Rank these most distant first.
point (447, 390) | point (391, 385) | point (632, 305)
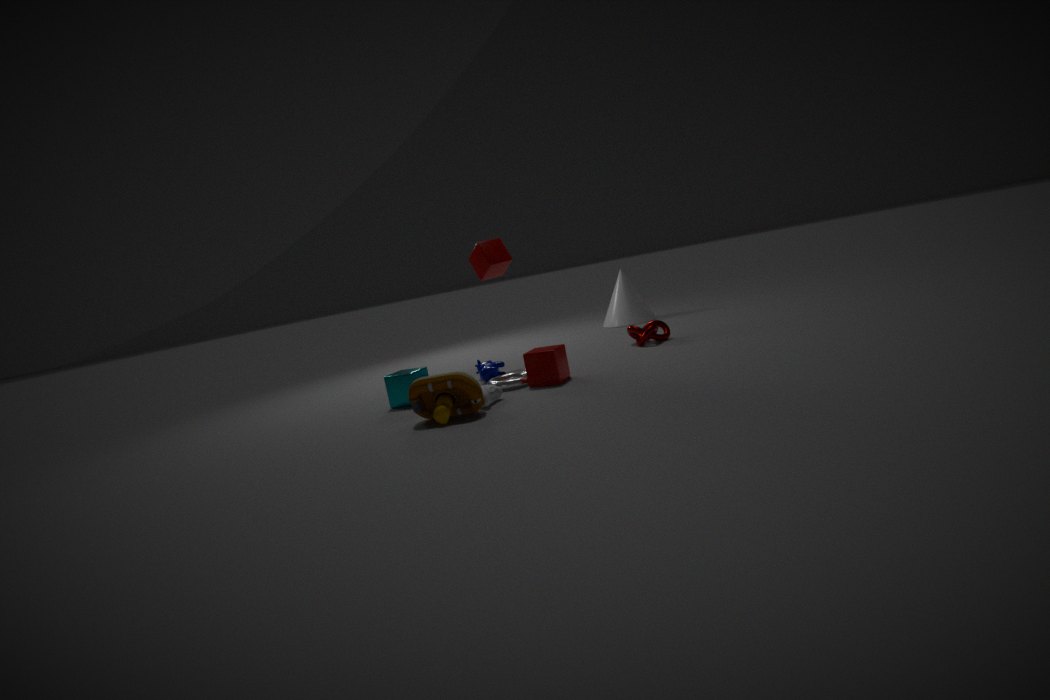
1. point (632, 305)
2. point (391, 385)
3. point (447, 390)
